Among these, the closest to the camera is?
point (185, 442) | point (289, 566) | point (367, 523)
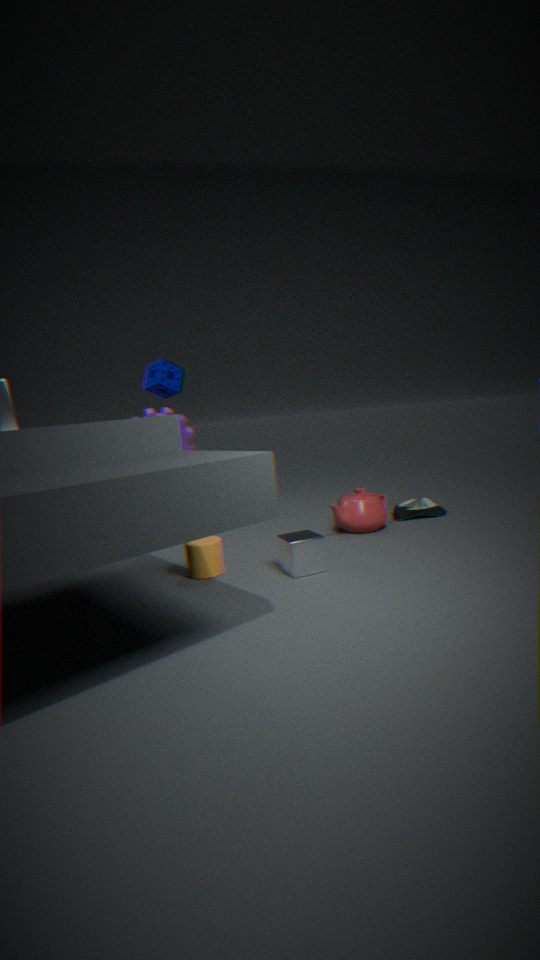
point (289, 566)
